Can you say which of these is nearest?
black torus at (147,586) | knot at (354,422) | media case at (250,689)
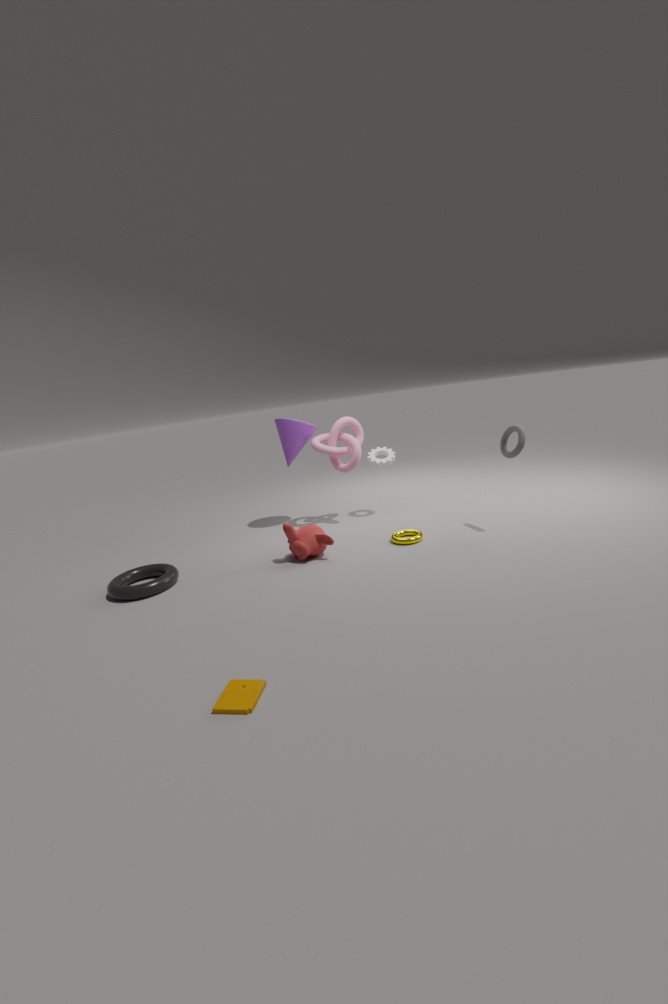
media case at (250,689)
